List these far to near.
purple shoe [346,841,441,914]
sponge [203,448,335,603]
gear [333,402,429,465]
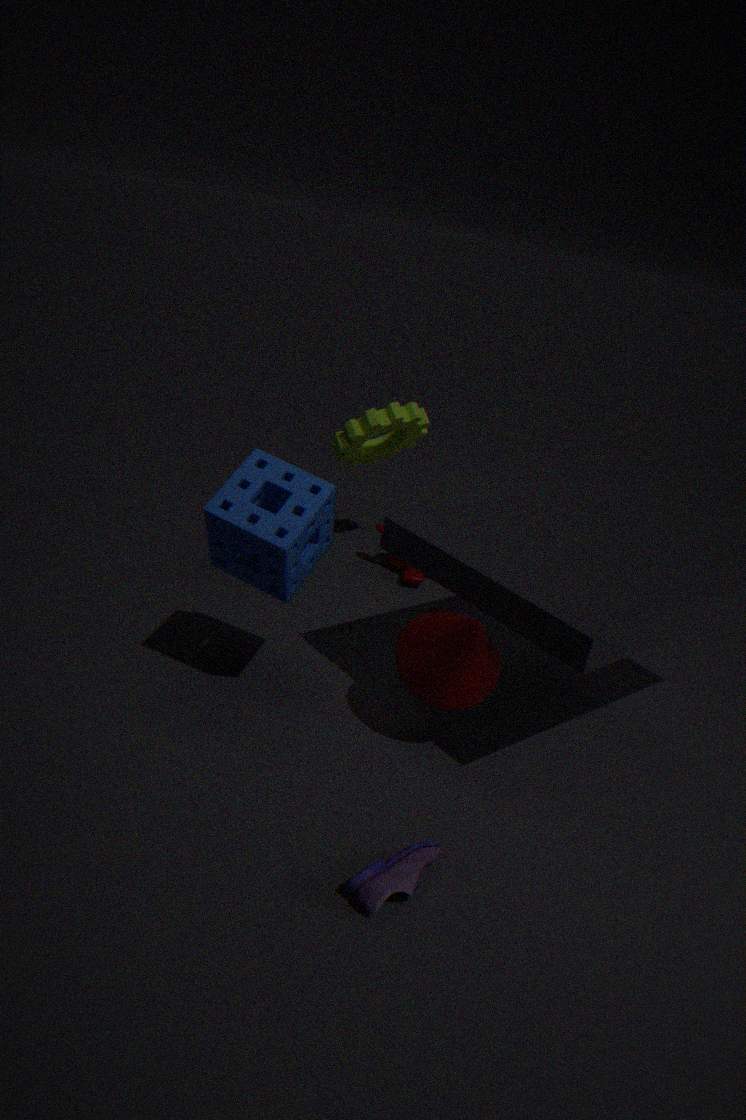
1. gear [333,402,429,465]
2. sponge [203,448,335,603]
3. purple shoe [346,841,441,914]
